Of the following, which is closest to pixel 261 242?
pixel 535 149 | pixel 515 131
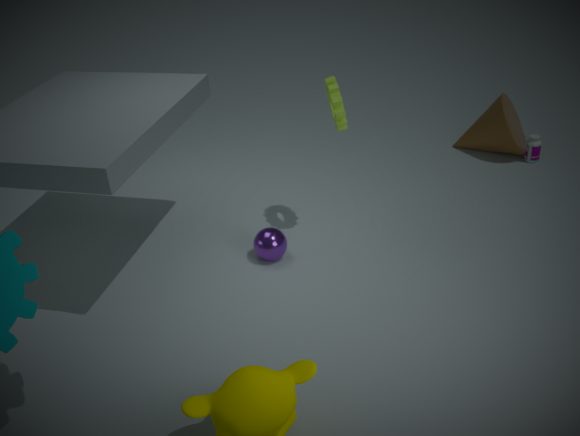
pixel 515 131
